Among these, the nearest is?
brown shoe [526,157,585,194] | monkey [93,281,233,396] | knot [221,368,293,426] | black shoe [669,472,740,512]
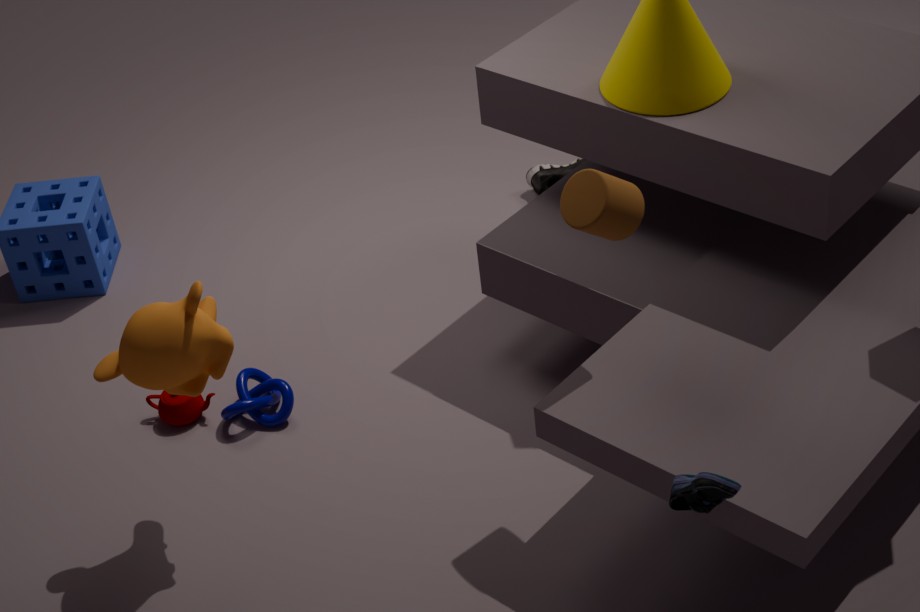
black shoe [669,472,740,512]
